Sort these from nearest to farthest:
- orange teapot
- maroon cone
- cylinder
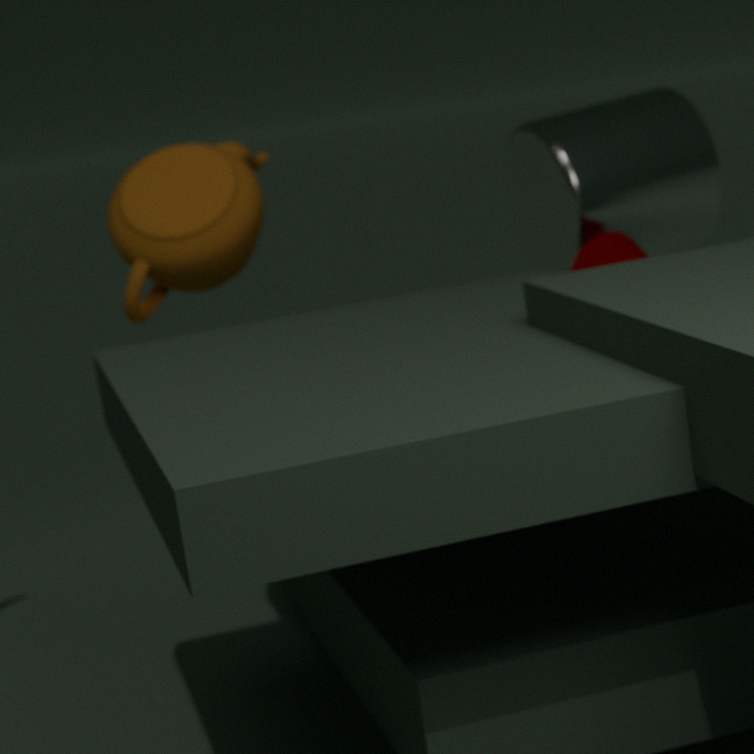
1. maroon cone
2. orange teapot
3. cylinder
